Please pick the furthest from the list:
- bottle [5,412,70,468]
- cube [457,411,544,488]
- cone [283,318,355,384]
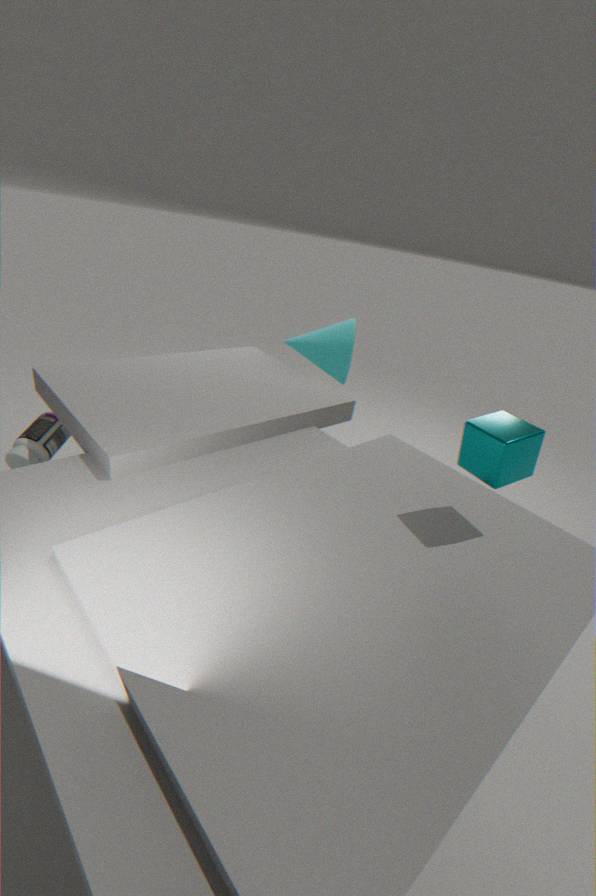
cone [283,318,355,384]
